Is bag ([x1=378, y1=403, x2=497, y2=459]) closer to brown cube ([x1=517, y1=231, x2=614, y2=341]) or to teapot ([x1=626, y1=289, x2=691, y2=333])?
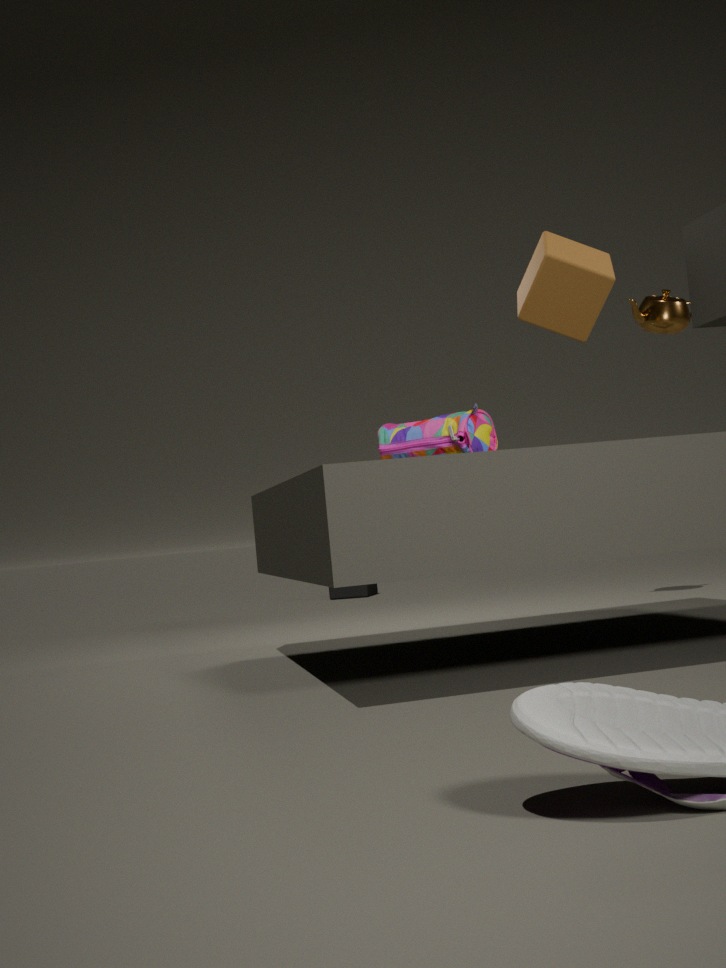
brown cube ([x1=517, y1=231, x2=614, y2=341])
